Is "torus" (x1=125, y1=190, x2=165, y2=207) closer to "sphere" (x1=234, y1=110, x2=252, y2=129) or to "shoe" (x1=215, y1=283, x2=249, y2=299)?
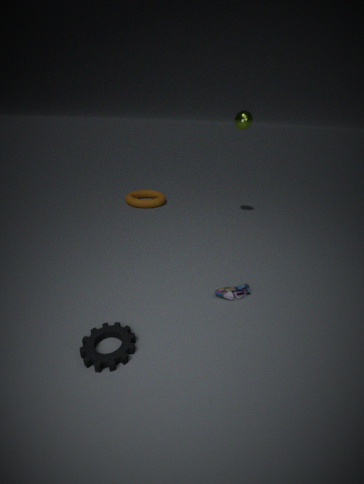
"sphere" (x1=234, y1=110, x2=252, y2=129)
